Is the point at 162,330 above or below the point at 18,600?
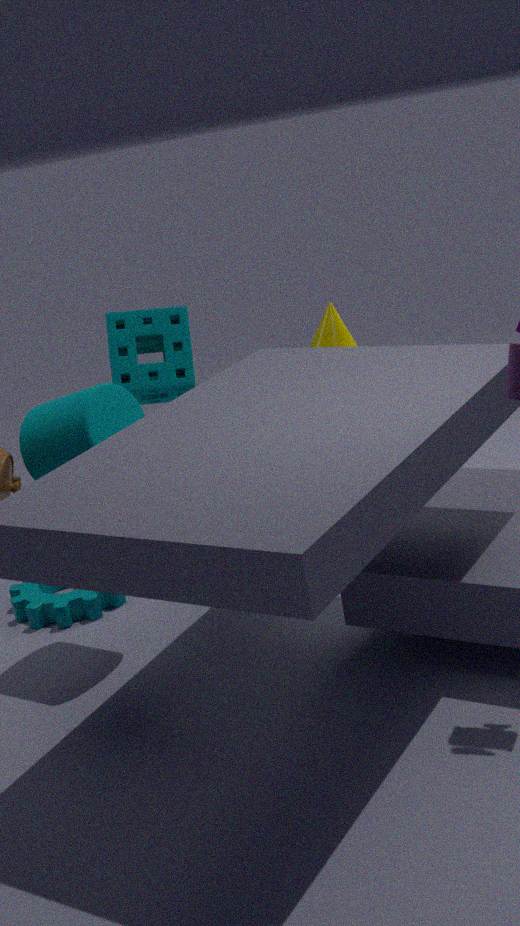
above
